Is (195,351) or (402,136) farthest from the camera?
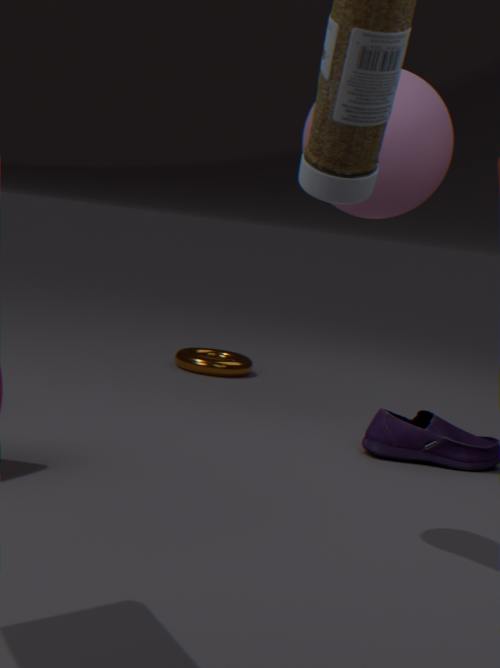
(195,351)
